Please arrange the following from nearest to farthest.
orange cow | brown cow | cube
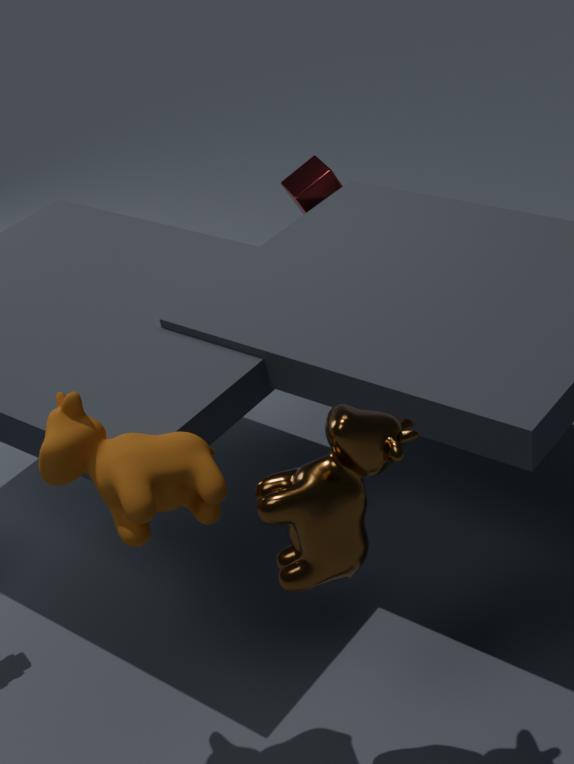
brown cow, orange cow, cube
